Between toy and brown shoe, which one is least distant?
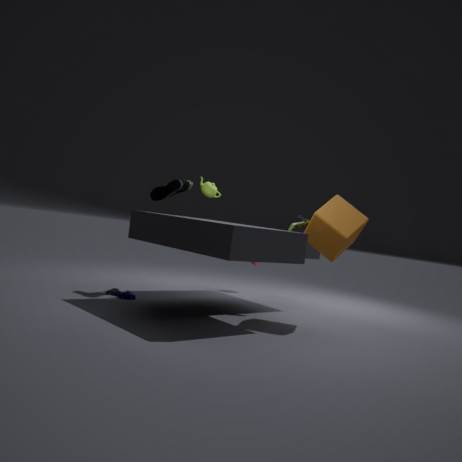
toy
